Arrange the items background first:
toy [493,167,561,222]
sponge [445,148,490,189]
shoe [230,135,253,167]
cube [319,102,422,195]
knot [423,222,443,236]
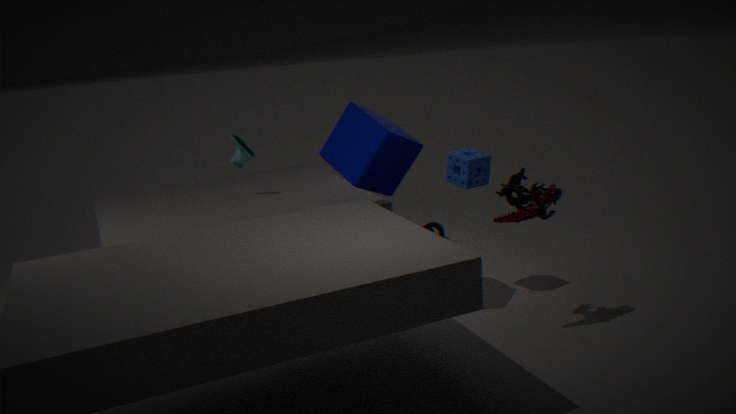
knot [423,222,443,236] < shoe [230,135,253,167] < sponge [445,148,490,189] < cube [319,102,422,195] < toy [493,167,561,222]
